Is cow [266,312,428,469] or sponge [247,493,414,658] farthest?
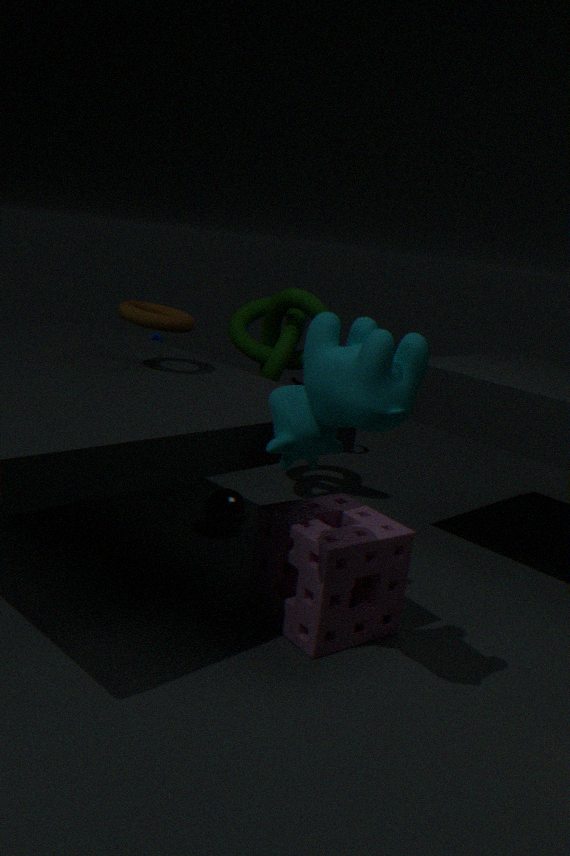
sponge [247,493,414,658]
